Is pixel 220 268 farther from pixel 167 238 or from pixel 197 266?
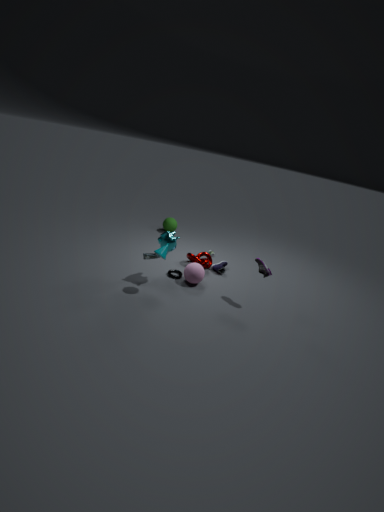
pixel 167 238
